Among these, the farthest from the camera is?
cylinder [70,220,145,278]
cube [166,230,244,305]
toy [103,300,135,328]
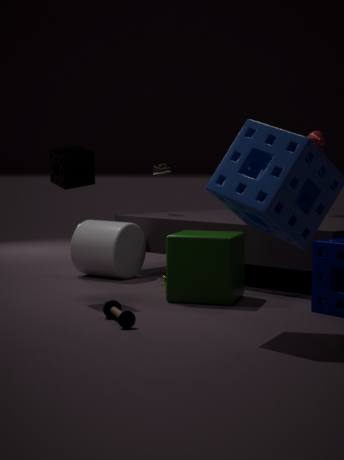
cylinder [70,220,145,278]
